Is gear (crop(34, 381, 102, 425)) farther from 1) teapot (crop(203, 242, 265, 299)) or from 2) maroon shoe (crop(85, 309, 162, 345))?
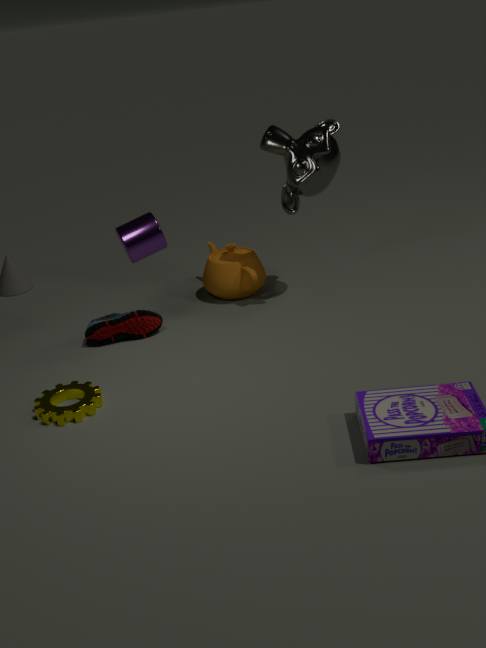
1) teapot (crop(203, 242, 265, 299))
